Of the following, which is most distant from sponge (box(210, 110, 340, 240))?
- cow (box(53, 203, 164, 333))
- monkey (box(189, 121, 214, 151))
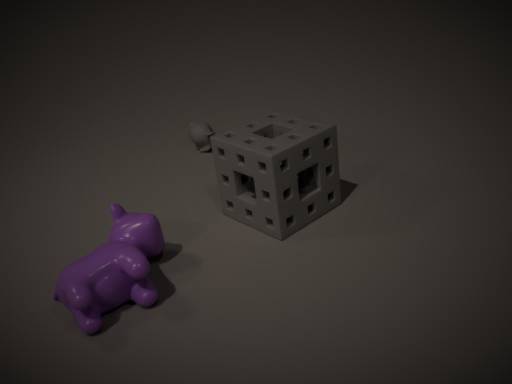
monkey (box(189, 121, 214, 151))
